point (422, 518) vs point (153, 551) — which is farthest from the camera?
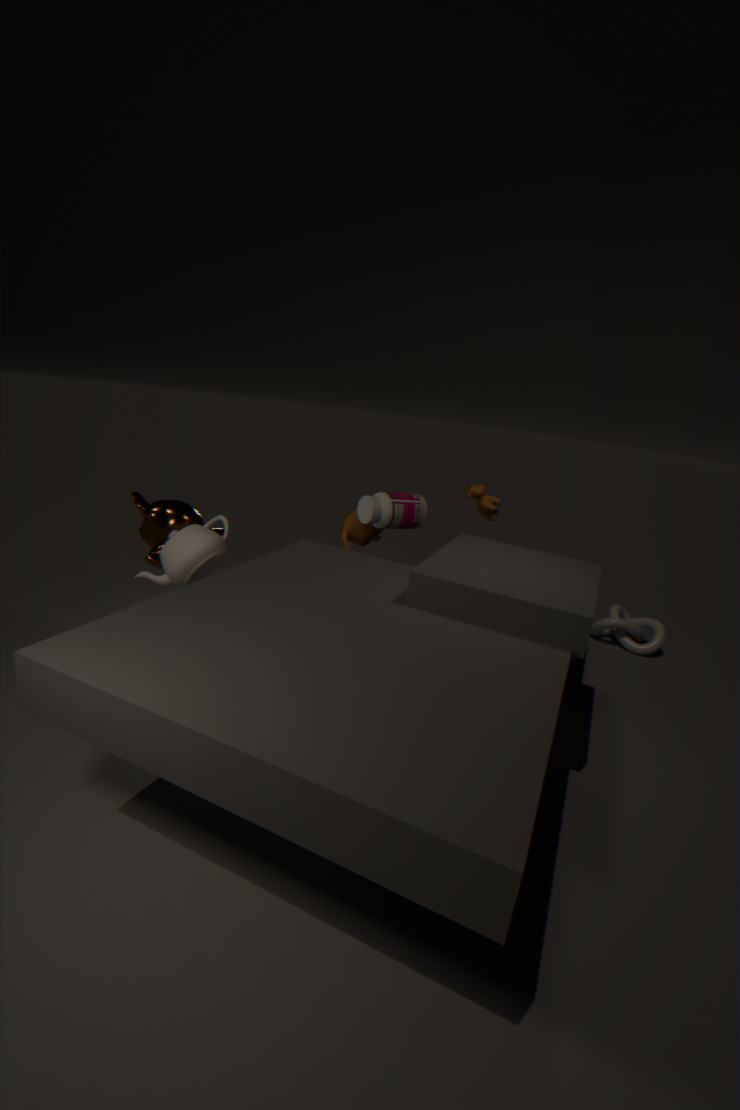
point (422, 518)
